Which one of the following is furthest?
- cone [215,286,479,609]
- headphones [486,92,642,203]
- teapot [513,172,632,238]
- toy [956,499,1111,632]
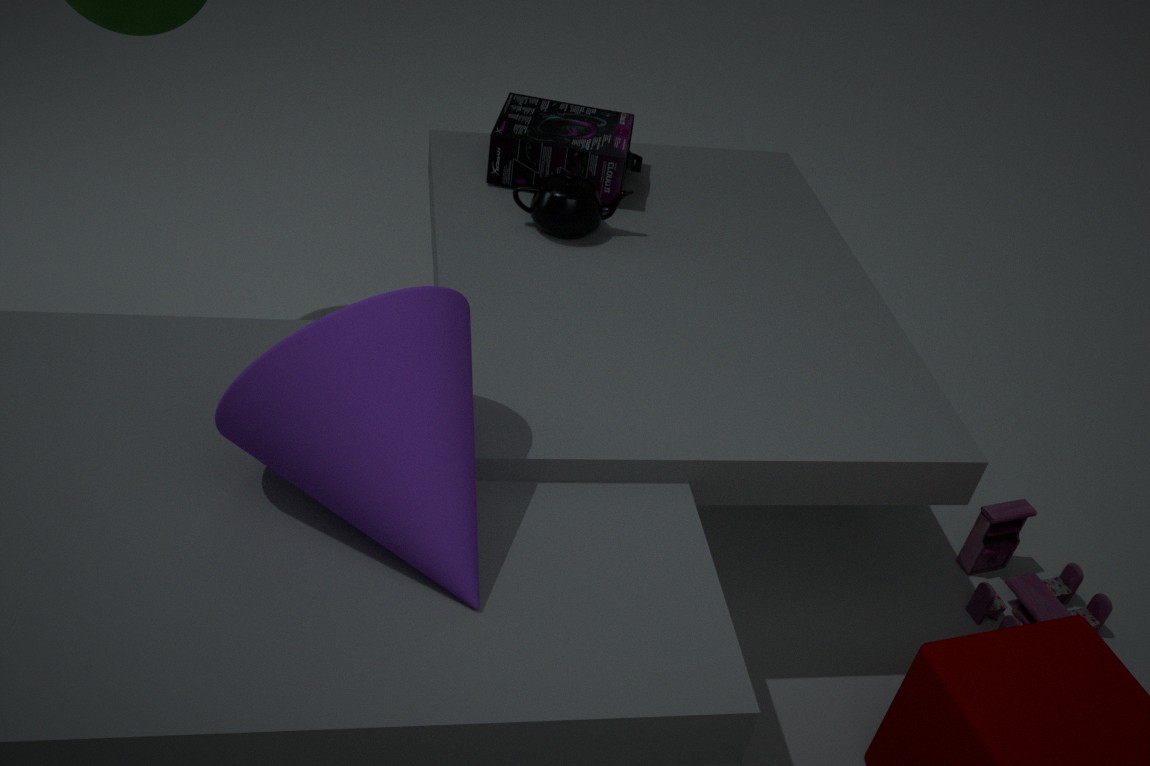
headphones [486,92,642,203]
